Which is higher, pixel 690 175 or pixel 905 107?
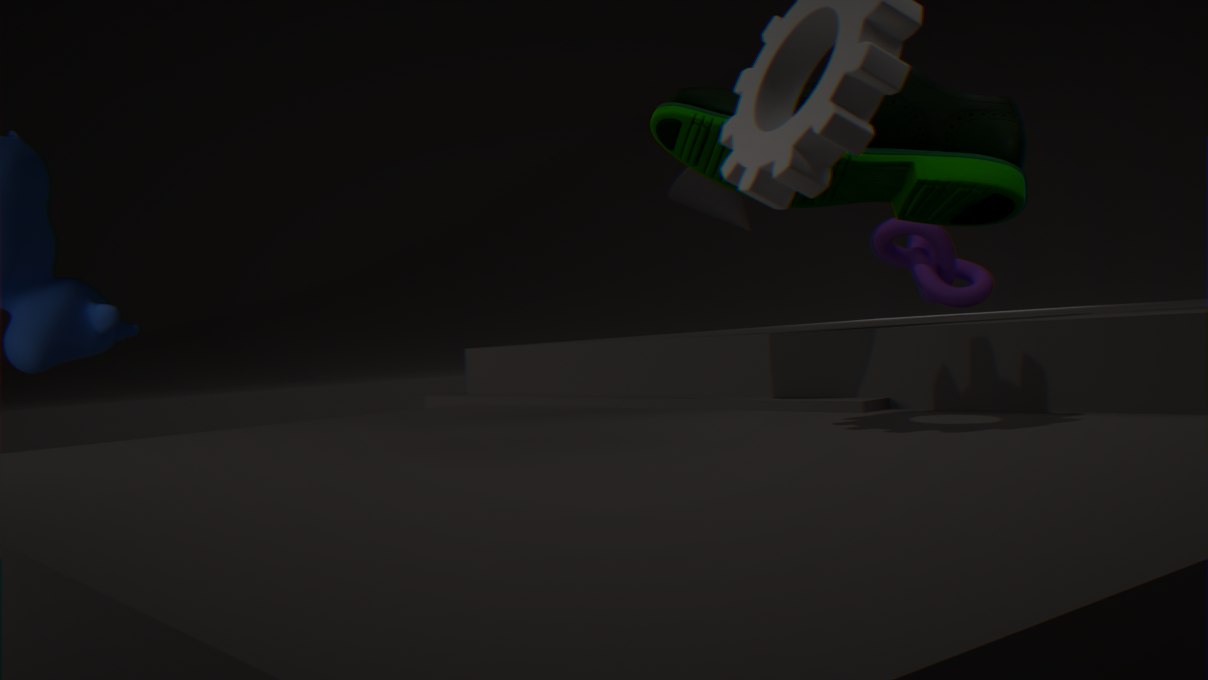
pixel 690 175
